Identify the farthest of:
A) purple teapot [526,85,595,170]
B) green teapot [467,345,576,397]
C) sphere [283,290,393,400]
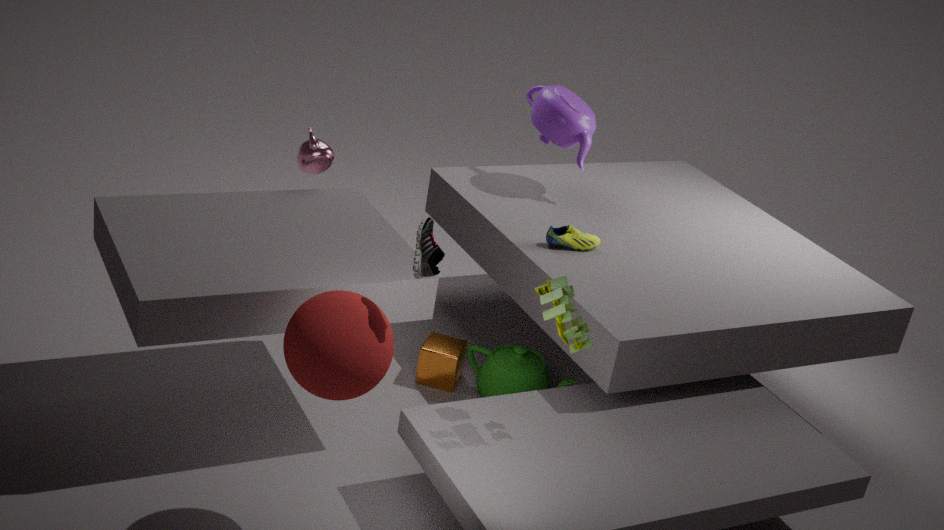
purple teapot [526,85,595,170]
